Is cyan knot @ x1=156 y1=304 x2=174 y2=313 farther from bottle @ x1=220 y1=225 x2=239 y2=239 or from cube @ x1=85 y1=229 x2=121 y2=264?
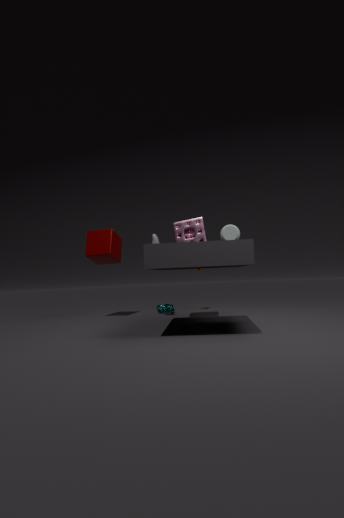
bottle @ x1=220 y1=225 x2=239 y2=239
